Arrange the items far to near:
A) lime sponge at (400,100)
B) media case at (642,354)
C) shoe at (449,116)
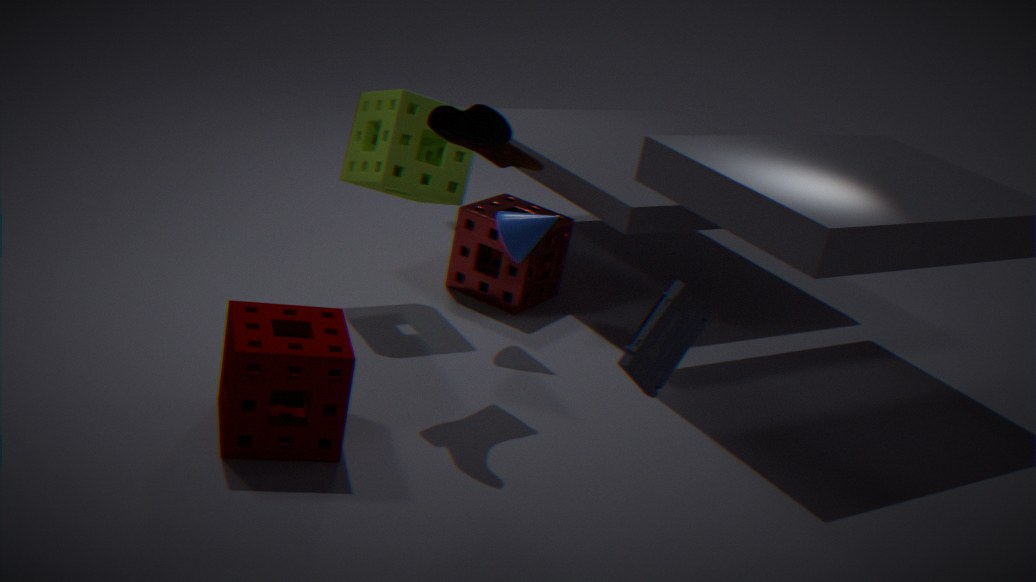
A. lime sponge at (400,100) < C. shoe at (449,116) < B. media case at (642,354)
